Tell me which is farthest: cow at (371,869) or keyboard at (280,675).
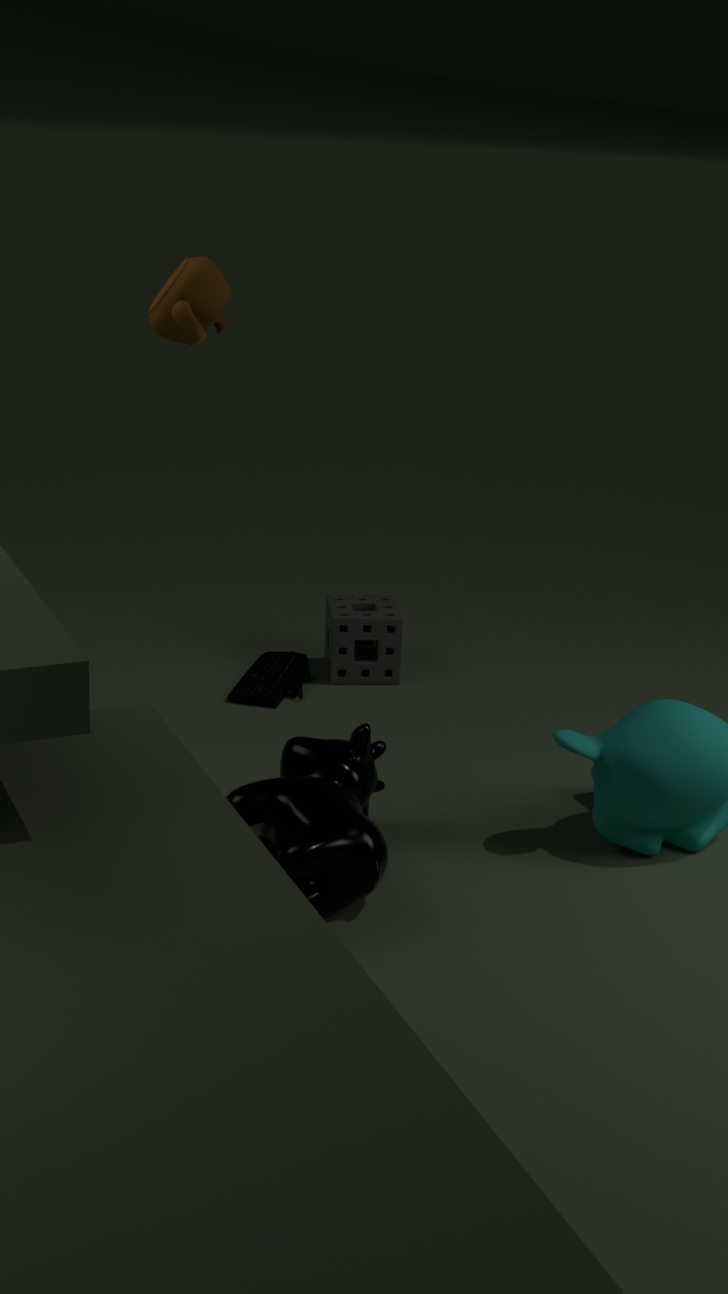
keyboard at (280,675)
